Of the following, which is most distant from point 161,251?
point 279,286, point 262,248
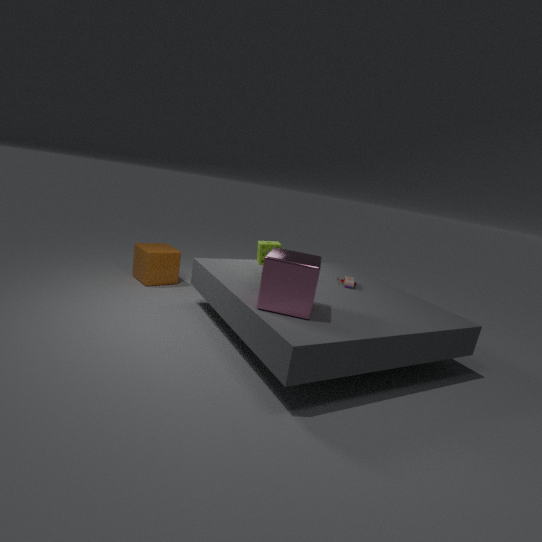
point 279,286
